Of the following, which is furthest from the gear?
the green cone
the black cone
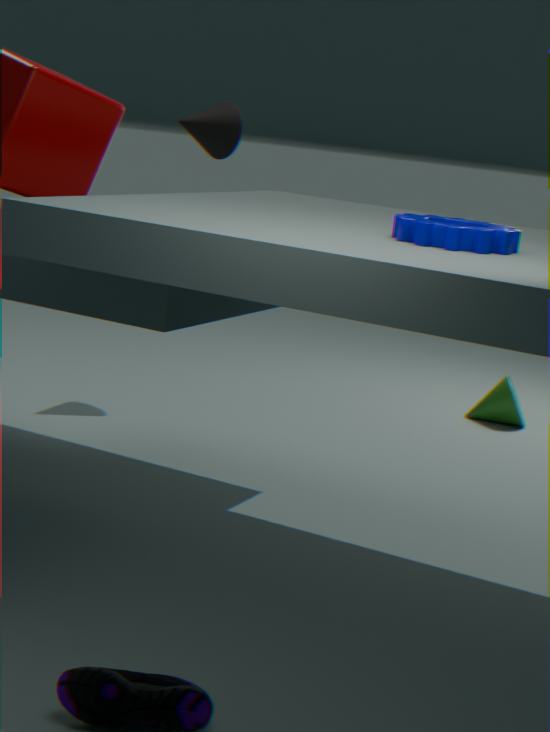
the green cone
